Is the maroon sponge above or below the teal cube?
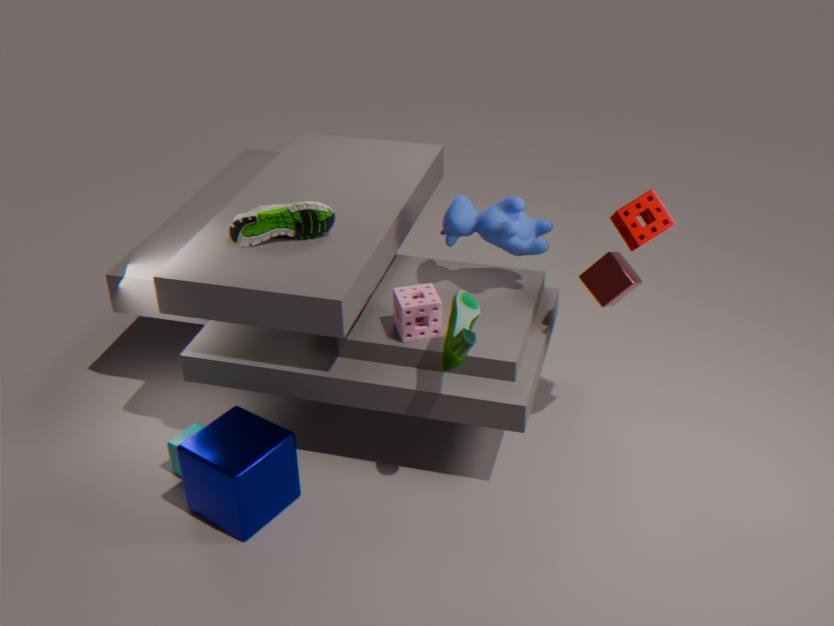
above
